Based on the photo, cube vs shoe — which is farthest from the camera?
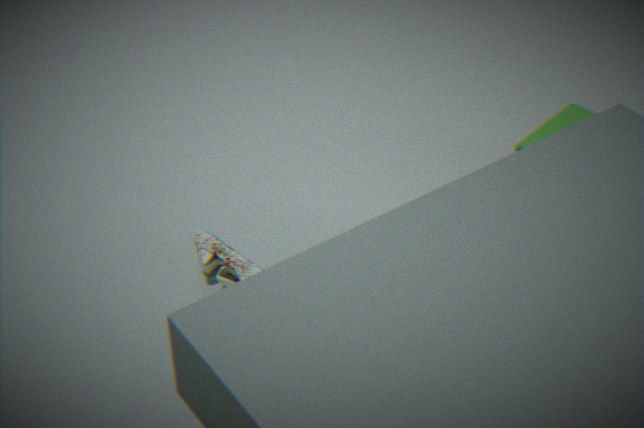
cube
